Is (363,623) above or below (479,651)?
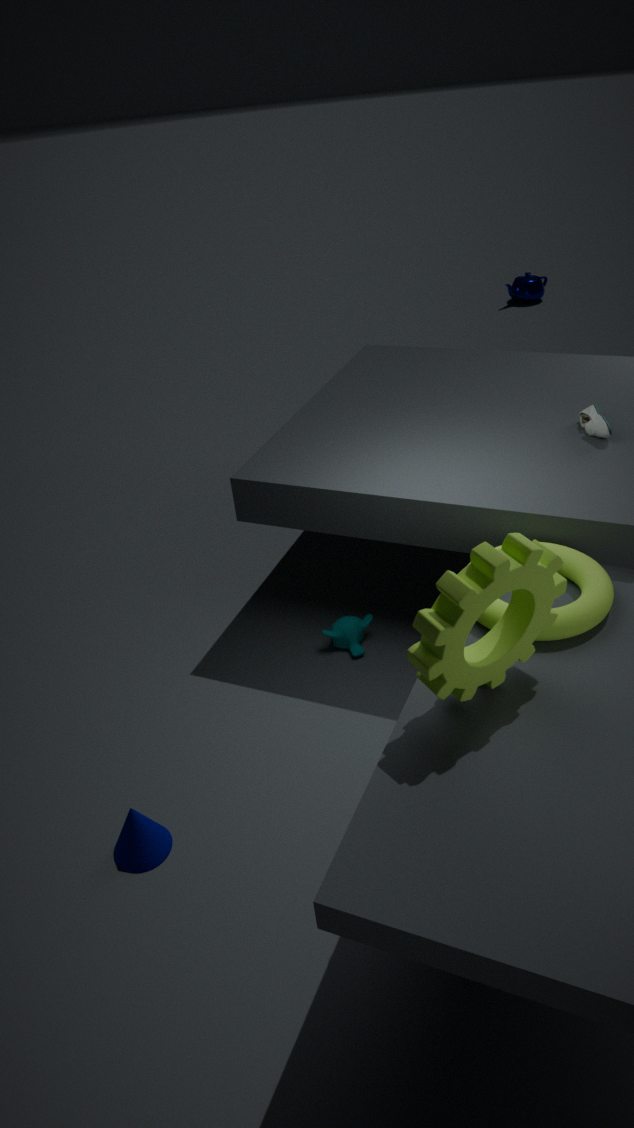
below
